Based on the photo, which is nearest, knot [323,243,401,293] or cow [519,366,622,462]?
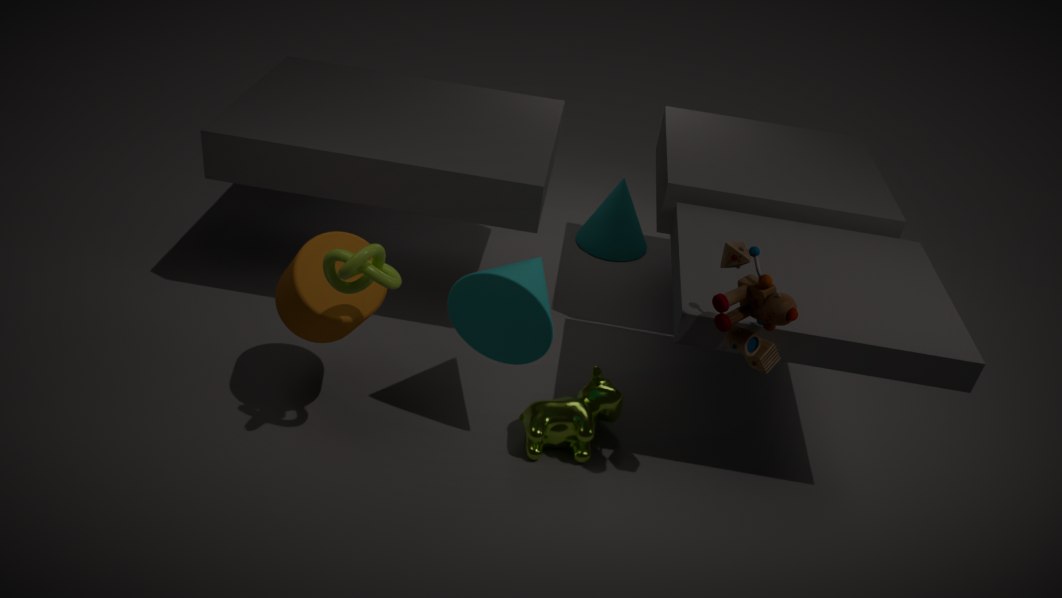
knot [323,243,401,293]
